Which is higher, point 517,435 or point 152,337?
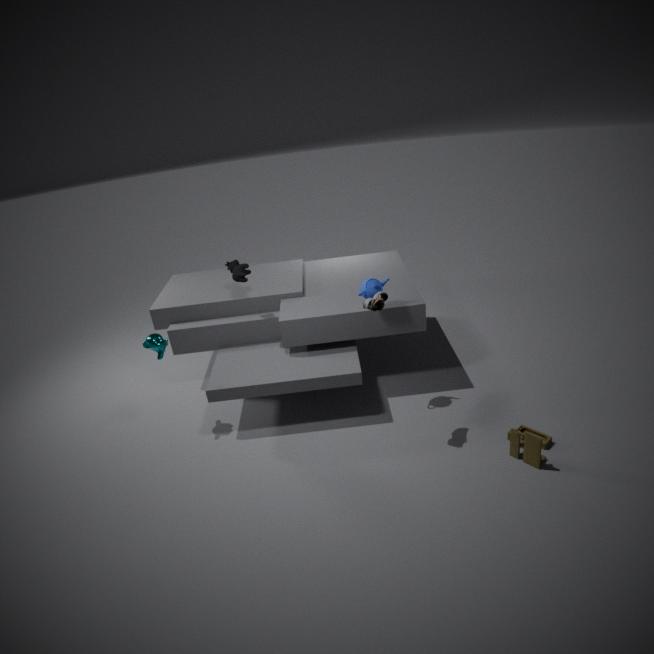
point 152,337
